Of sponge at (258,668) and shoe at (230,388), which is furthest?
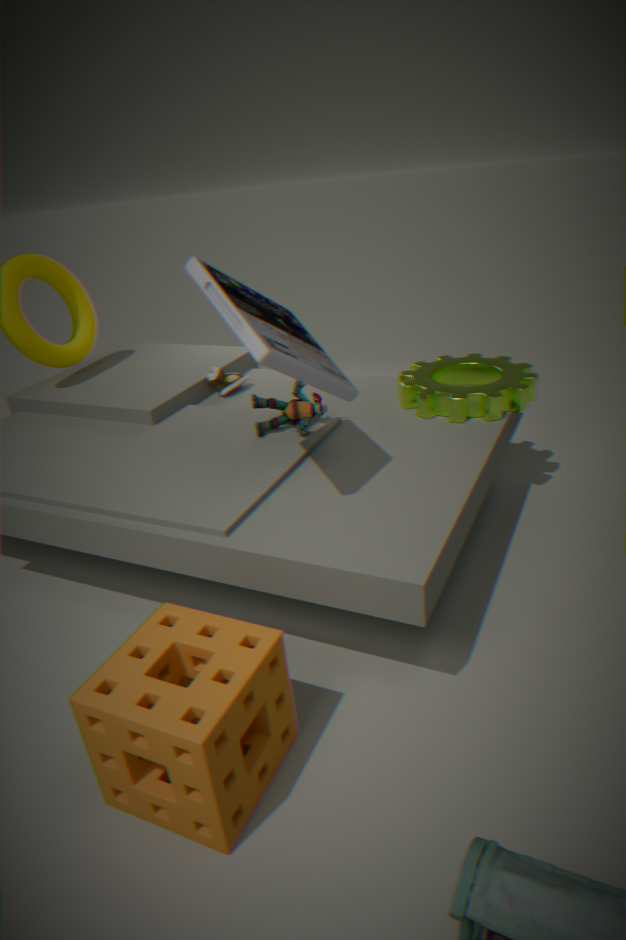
shoe at (230,388)
